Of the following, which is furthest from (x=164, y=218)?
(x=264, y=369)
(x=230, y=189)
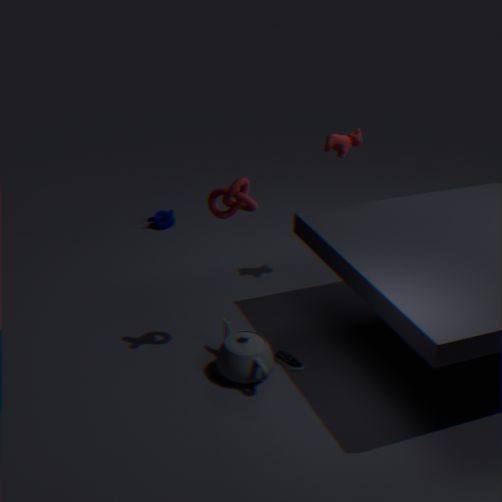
(x=264, y=369)
